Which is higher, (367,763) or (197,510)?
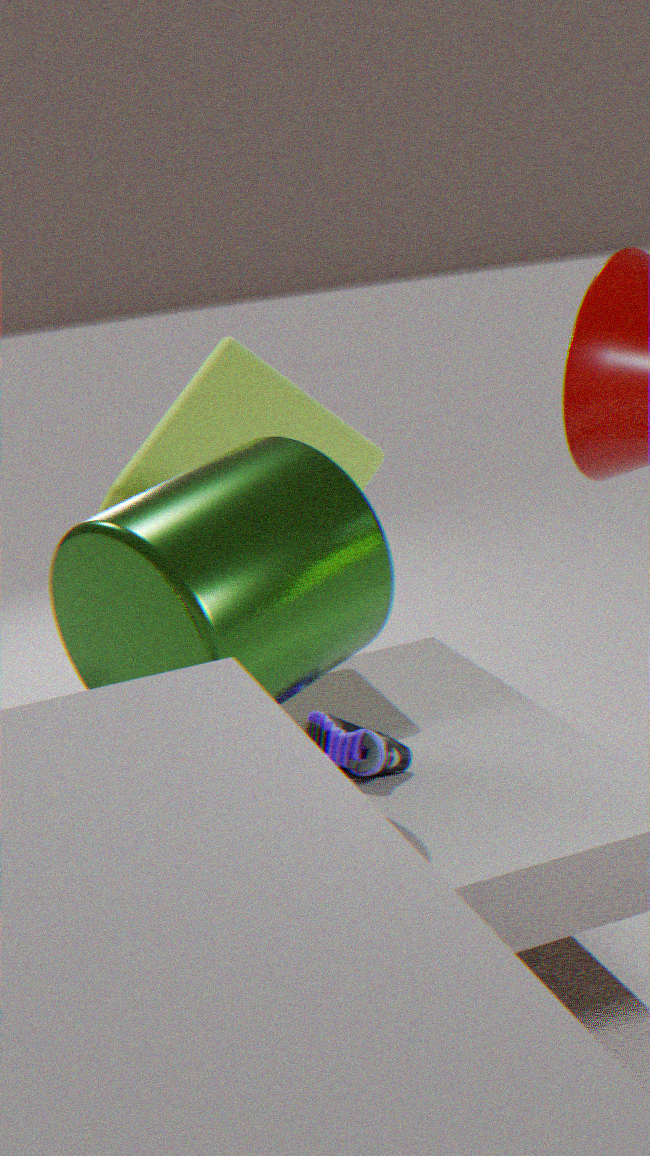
(197,510)
